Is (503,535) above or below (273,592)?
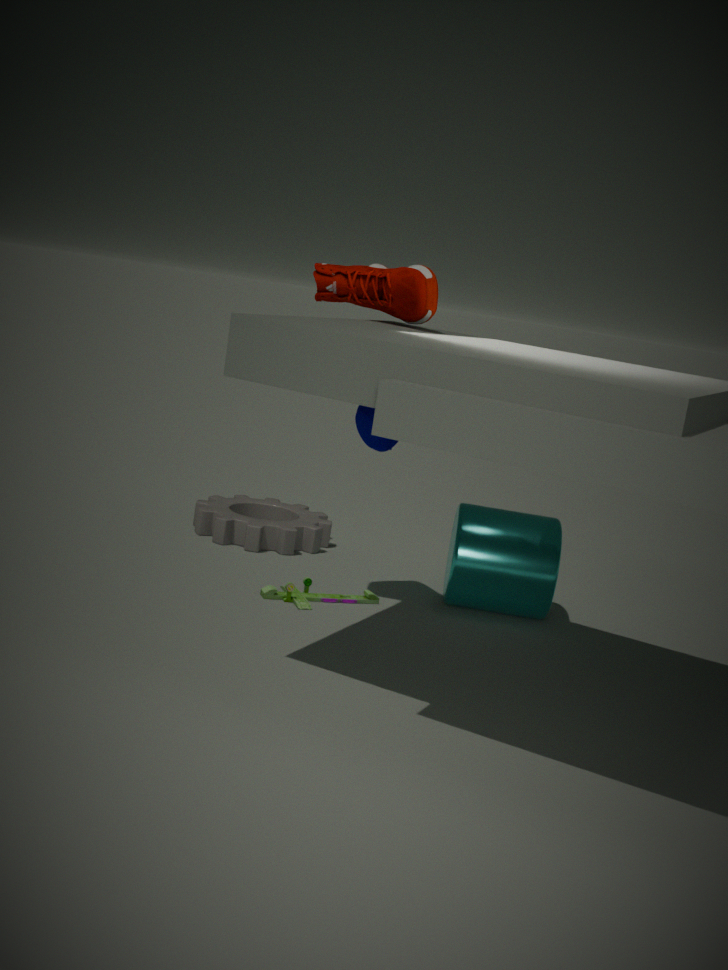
above
